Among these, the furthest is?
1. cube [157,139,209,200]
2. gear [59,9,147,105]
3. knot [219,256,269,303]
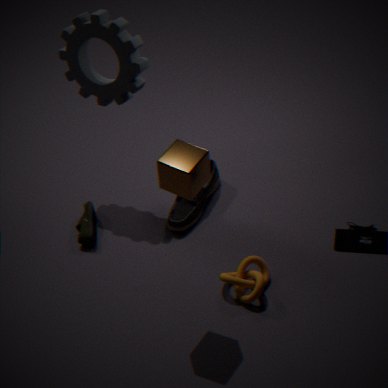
gear [59,9,147,105]
